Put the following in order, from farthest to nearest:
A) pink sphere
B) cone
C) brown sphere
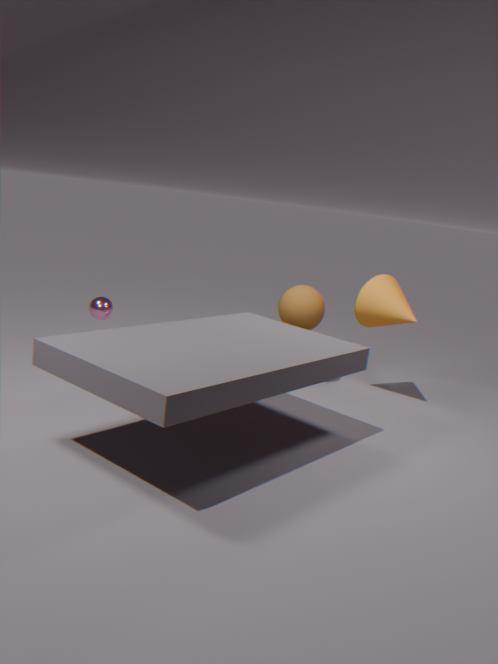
pink sphere
brown sphere
cone
